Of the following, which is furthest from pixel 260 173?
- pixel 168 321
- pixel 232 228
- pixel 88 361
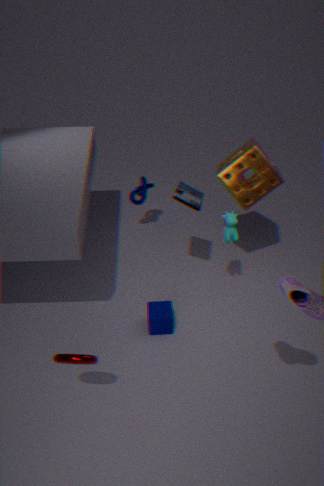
pixel 88 361
